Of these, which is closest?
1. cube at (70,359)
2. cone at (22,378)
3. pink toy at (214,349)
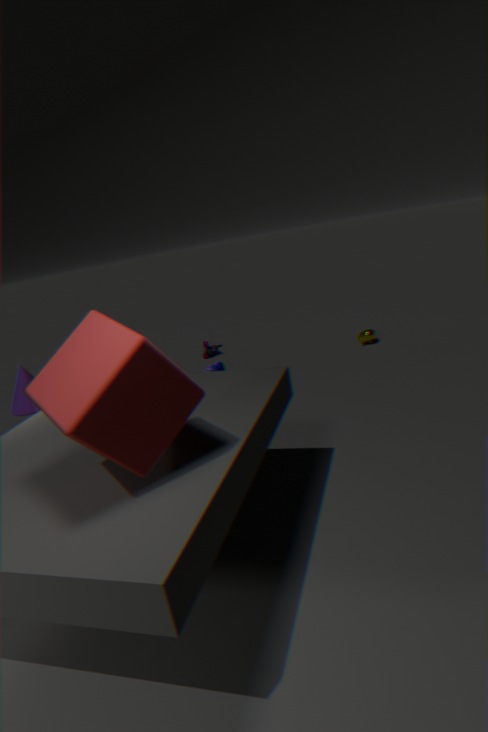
cube at (70,359)
